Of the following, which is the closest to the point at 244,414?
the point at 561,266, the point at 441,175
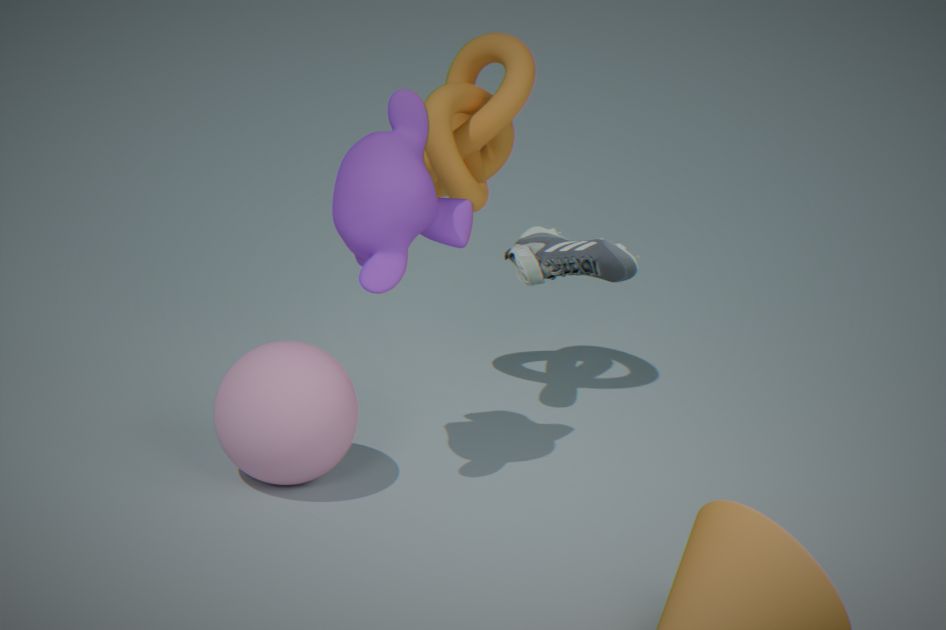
the point at 441,175
